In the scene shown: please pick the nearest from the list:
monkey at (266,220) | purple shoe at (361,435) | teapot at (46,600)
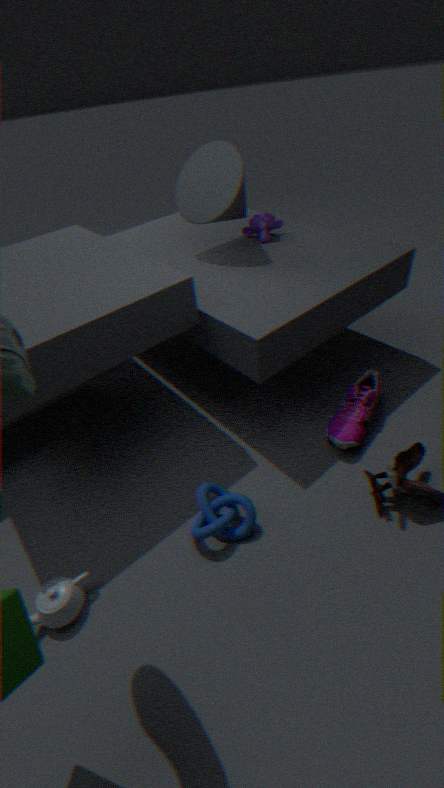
teapot at (46,600)
